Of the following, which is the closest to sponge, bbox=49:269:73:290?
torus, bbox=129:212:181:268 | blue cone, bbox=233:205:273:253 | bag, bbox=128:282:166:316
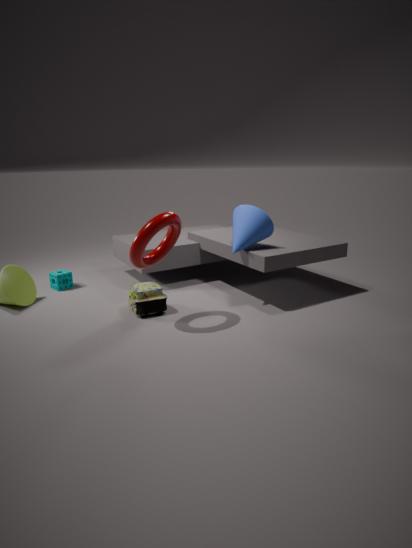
bag, bbox=128:282:166:316
